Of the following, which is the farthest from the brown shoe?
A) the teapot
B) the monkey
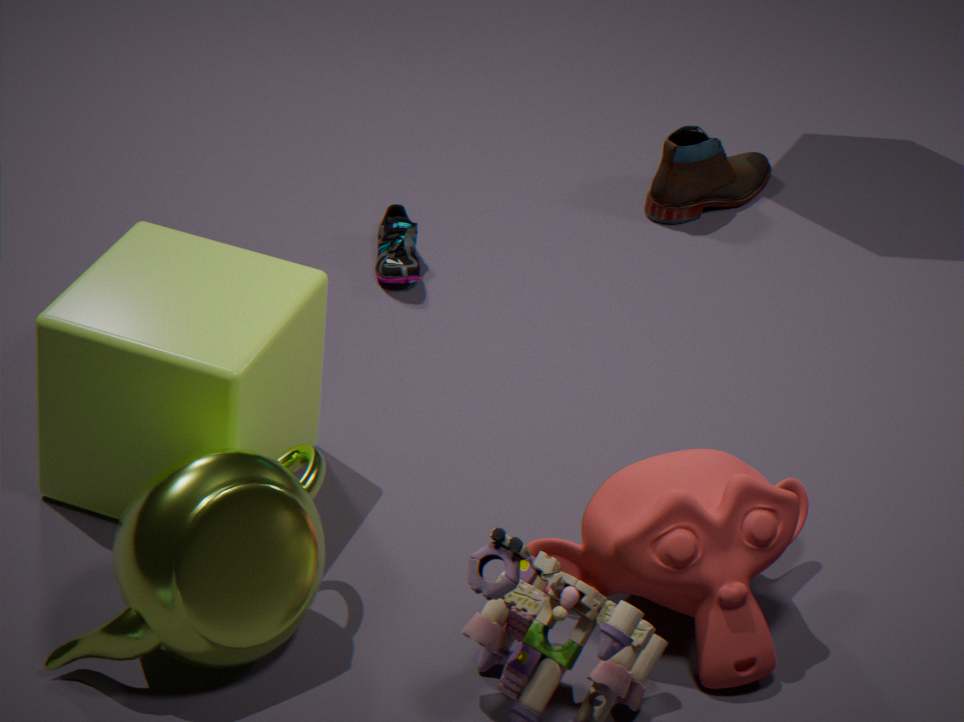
the teapot
